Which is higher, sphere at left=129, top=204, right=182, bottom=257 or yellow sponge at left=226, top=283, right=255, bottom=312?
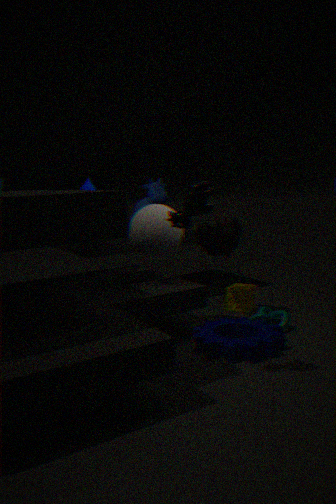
sphere at left=129, top=204, right=182, bottom=257
